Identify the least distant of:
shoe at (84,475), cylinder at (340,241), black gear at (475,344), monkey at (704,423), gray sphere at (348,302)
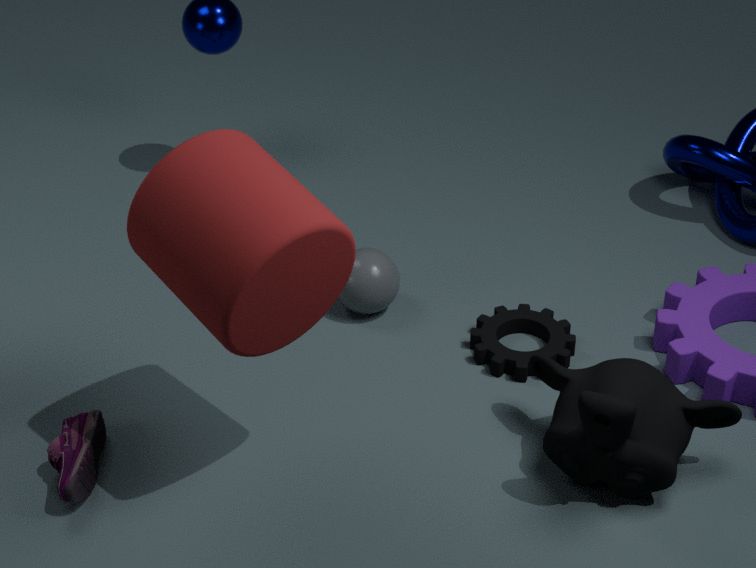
cylinder at (340,241)
